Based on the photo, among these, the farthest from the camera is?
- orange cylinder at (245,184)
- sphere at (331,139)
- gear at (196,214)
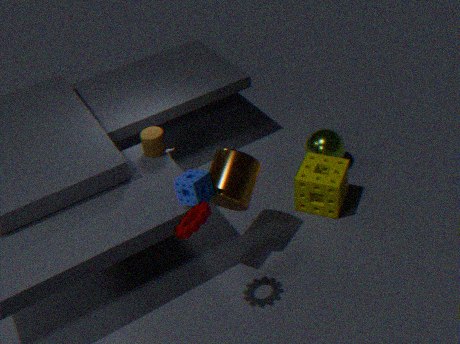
sphere at (331,139)
